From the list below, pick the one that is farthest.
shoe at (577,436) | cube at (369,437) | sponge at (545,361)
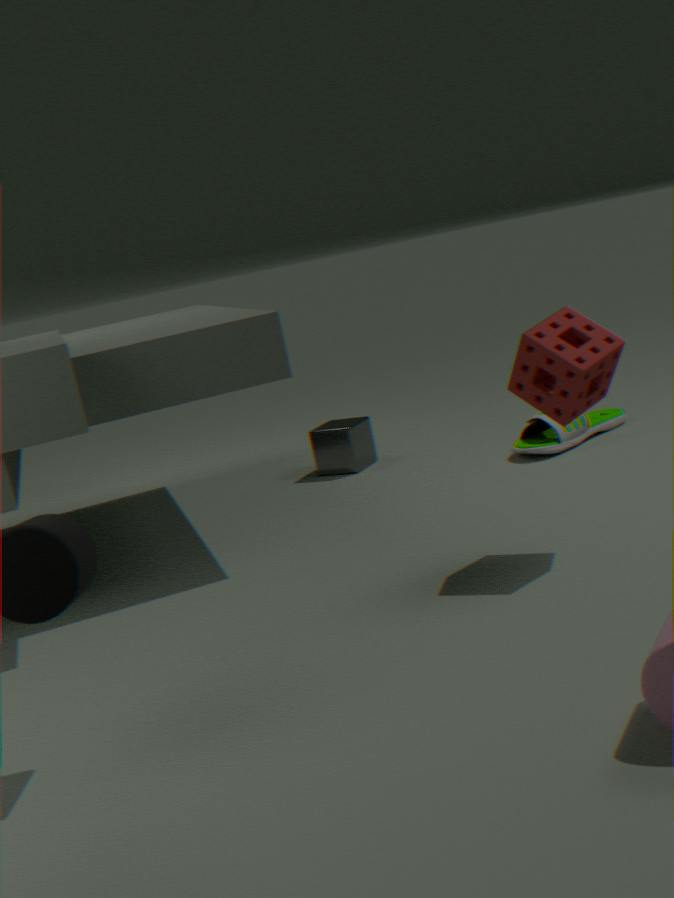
cube at (369,437)
